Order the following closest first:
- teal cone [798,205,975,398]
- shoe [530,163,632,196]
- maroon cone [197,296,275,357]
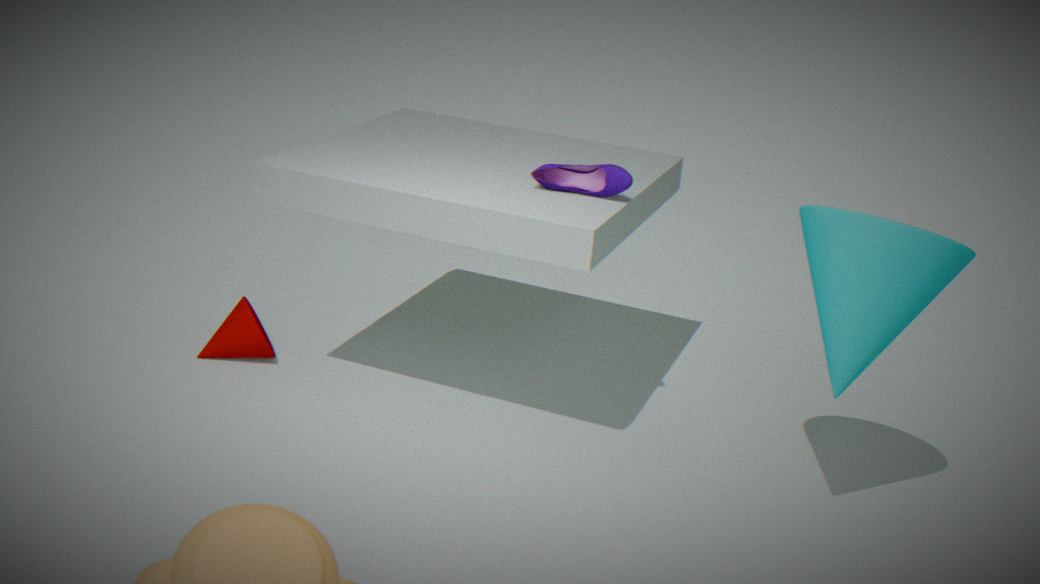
teal cone [798,205,975,398], shoe [530,163,632,196], maroon cone [197,296,275,357]
